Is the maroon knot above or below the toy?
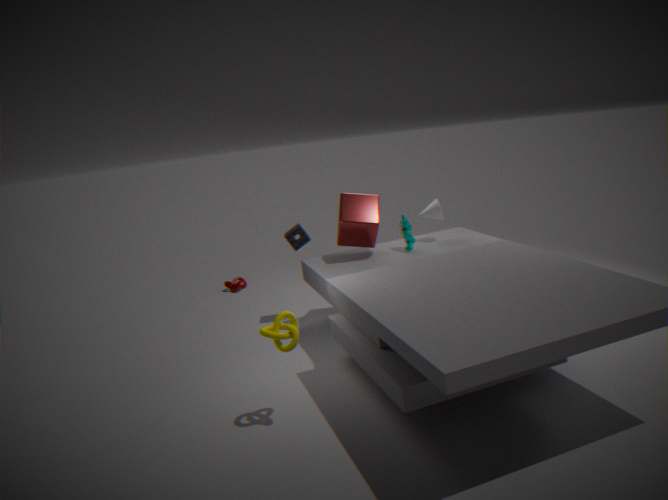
below
